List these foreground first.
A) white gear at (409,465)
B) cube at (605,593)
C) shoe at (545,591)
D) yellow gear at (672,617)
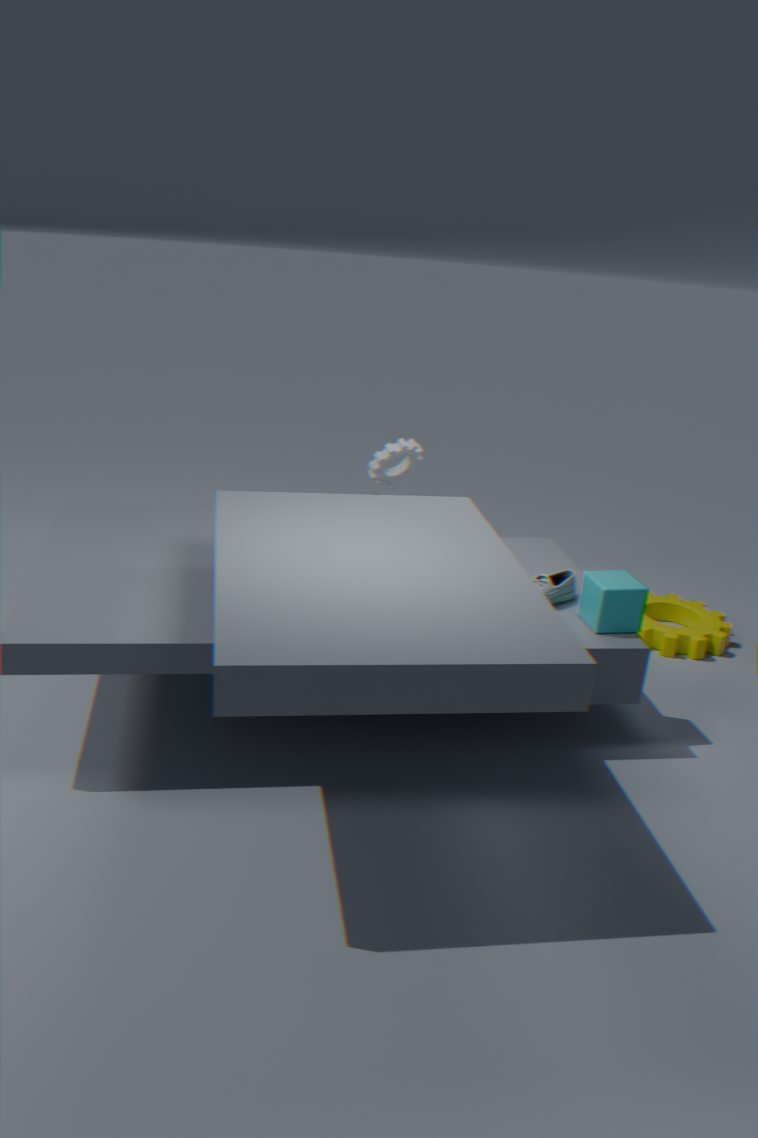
cube at (605,593) < shoe at (545,591) < yellow gear at (672,617) < white gear at (409,465)
